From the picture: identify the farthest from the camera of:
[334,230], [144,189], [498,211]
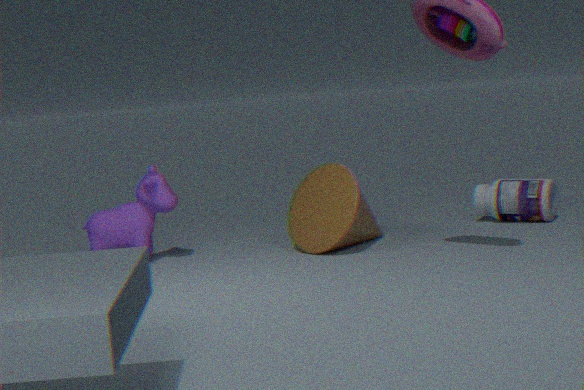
[498,211]
